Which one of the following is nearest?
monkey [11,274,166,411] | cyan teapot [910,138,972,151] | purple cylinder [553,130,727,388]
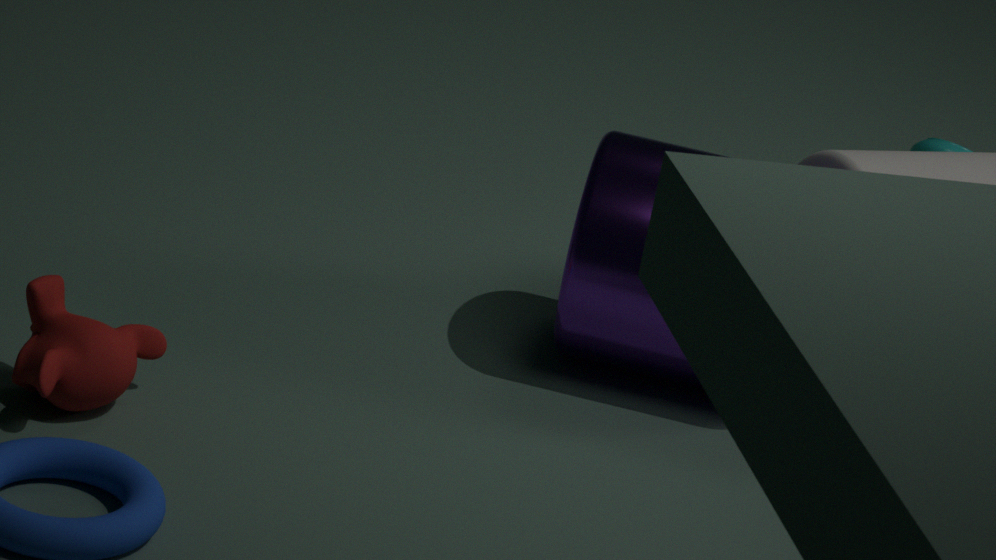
monkey [11,274,166,411]
